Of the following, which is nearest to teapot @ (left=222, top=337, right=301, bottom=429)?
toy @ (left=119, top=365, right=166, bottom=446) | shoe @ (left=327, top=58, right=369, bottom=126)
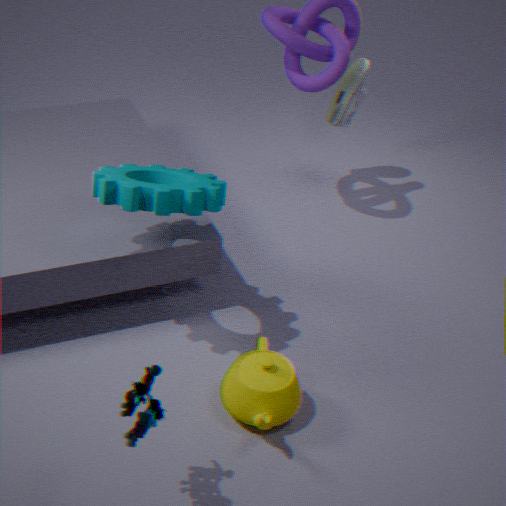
toy @ (left=119, top=365, right=166, bottom=446)
